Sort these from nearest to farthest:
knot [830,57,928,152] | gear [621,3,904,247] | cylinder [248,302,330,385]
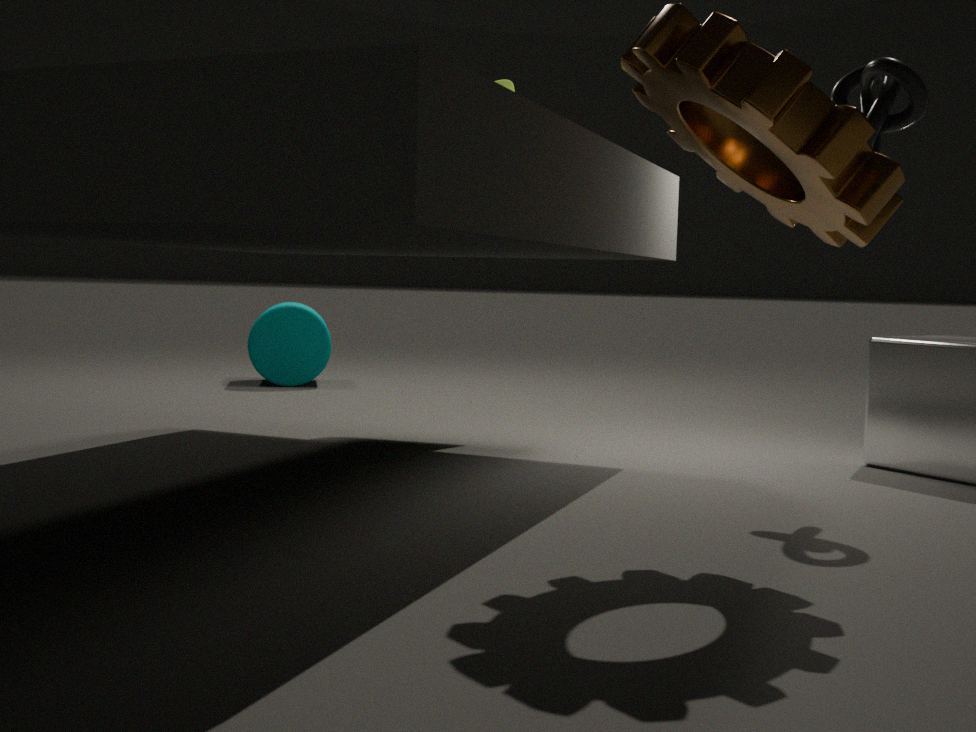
gear [621,3,904,247]
knot [830,57,928,152]
cylinder [248,302,330,385]
